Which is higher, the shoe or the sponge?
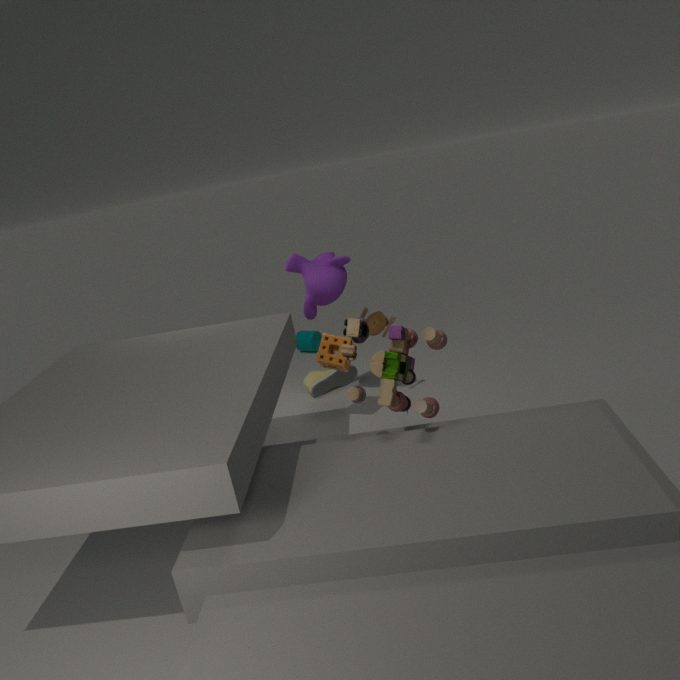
the sponge
